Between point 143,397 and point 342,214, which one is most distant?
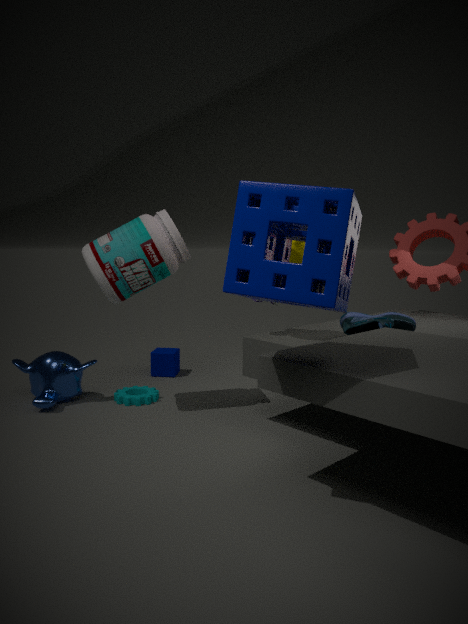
point 143,397
